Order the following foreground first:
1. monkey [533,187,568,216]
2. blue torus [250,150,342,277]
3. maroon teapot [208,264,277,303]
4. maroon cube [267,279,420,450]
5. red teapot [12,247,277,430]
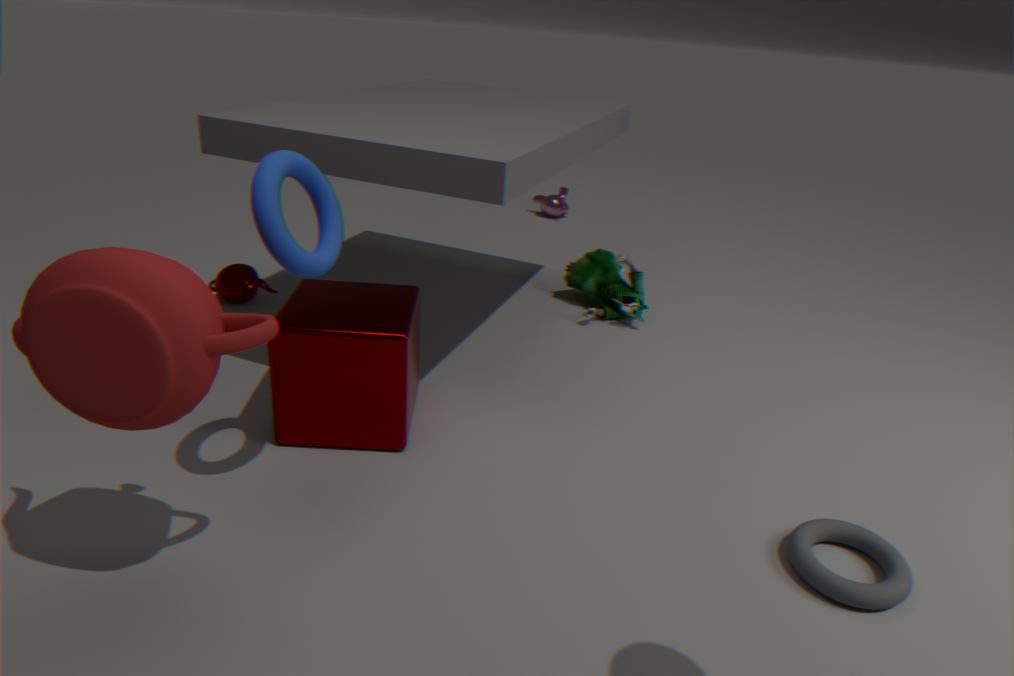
red teapot [12,247,277,430] → blue torus [250,150,342,277] → maroon cube [267,279,420,450] → maroon teapot [208,264,277,303] → monkey [533,187,568,216]
